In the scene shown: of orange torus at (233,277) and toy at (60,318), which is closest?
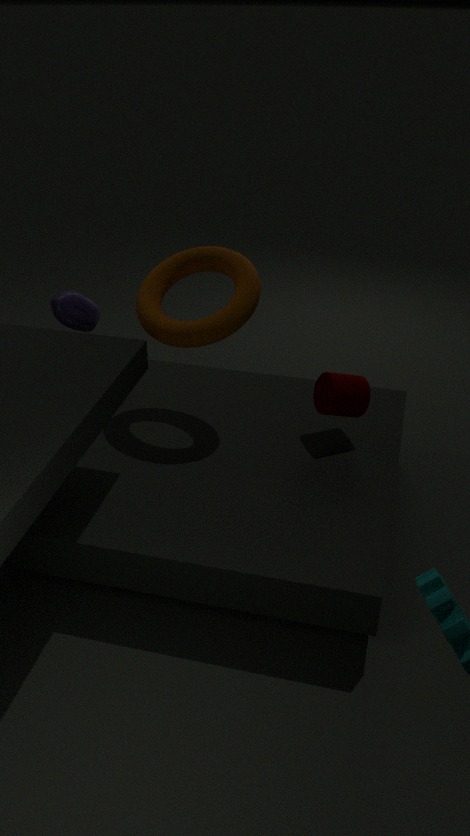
orange torus at (233,277)
